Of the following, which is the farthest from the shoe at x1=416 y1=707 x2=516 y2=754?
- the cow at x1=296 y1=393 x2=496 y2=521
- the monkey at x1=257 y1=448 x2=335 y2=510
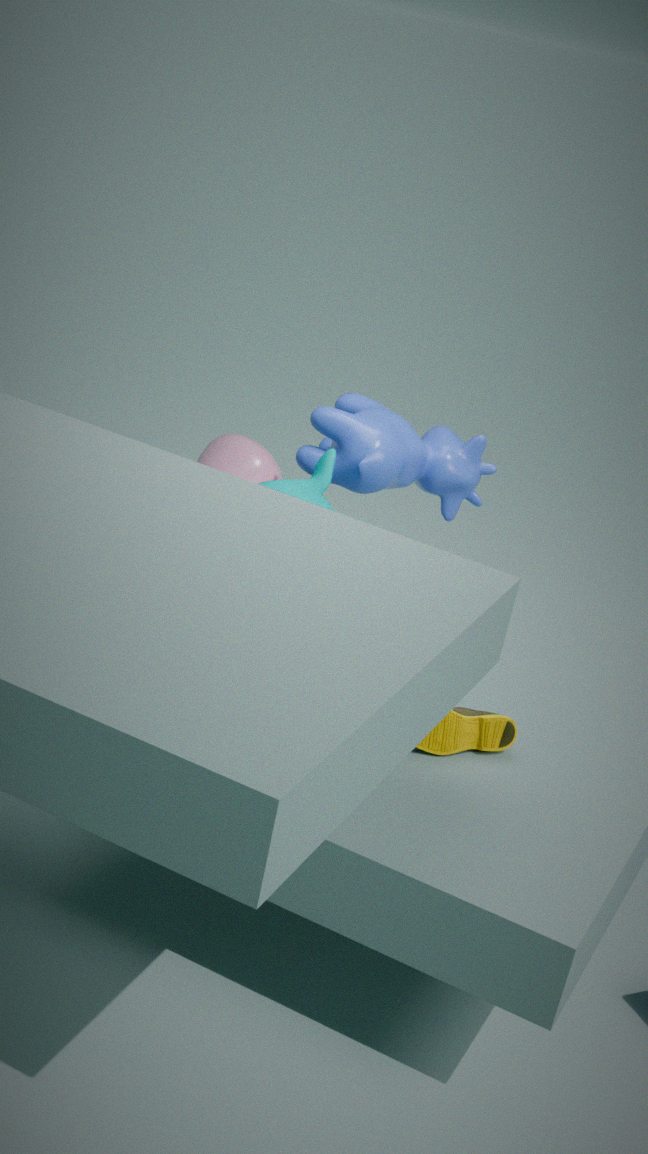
the cow at x1=296 y1=393 x2=496 y2=521
